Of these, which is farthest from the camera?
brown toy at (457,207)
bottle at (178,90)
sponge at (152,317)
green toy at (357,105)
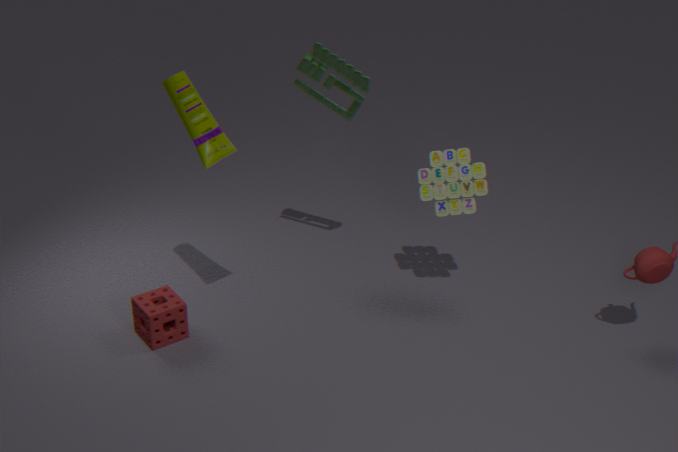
brown toy at (457,207)
